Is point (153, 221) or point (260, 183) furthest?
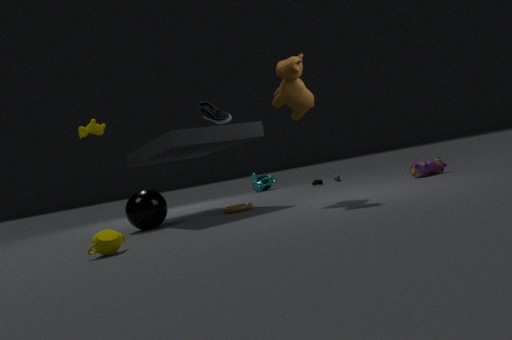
point (260, 183)
